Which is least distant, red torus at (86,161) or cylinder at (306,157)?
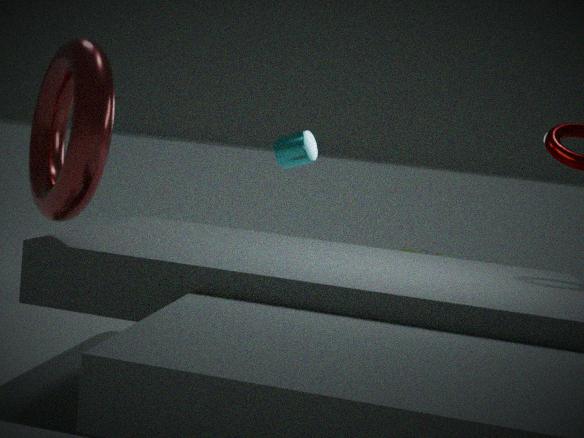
red torus at (86,161)
